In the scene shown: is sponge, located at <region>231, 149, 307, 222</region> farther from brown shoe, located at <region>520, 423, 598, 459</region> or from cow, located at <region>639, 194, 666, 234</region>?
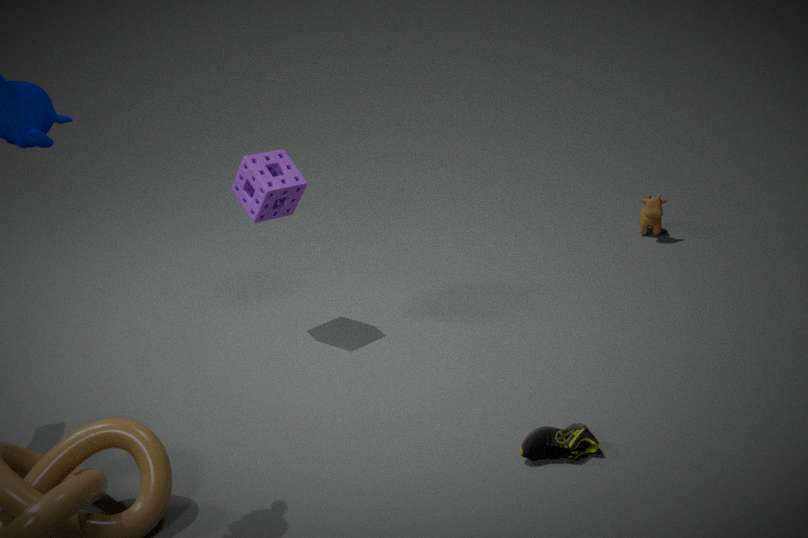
cow, located at <region>639, 194, 666, 234</region>
